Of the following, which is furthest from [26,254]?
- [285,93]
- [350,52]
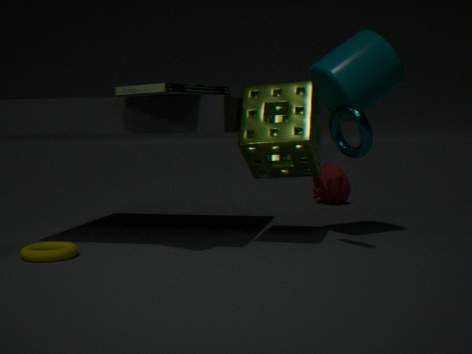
[350,52]
